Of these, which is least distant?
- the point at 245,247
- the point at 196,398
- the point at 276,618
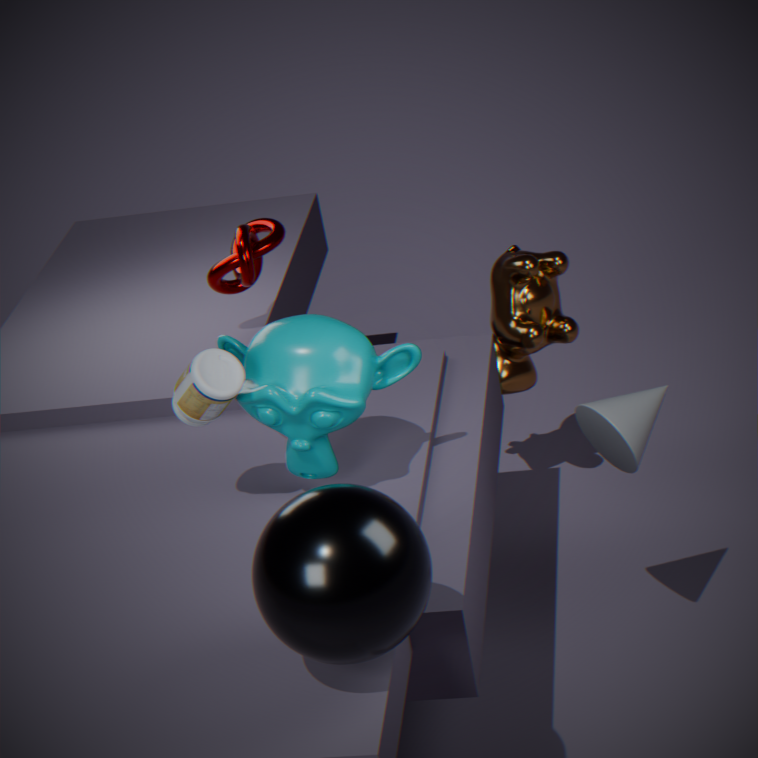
the point at 276,618
